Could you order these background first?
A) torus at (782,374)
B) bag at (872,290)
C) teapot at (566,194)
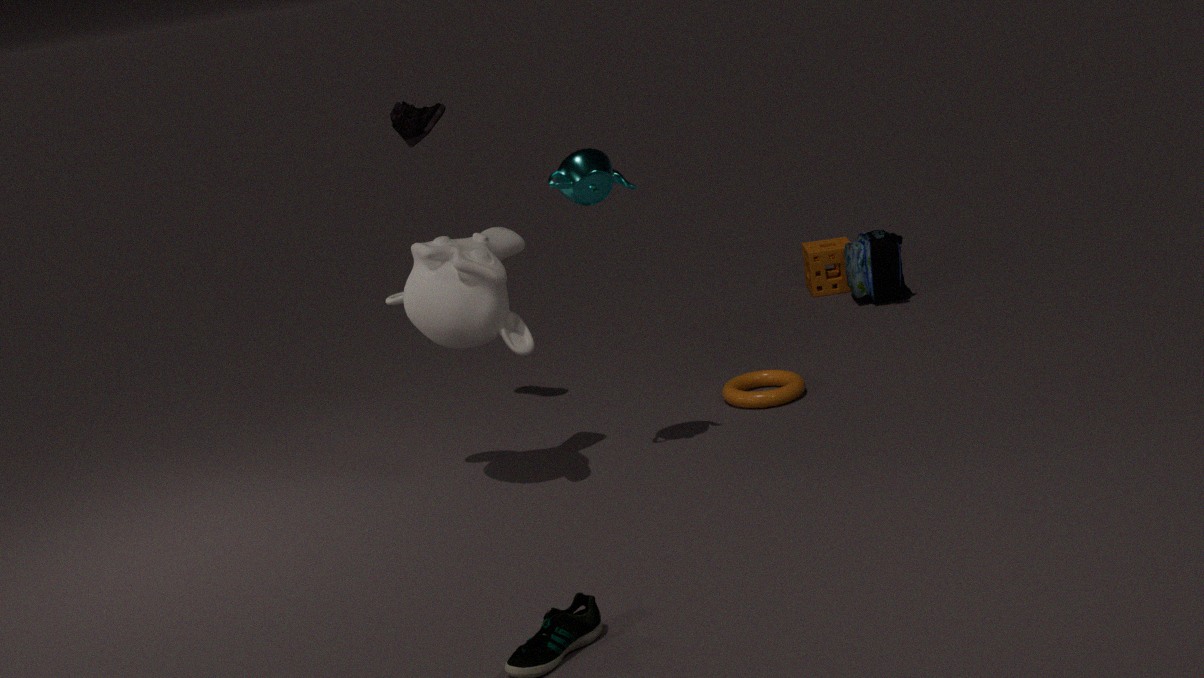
1. bag at (872,290)
2. torus at (782,374)
3. teapot at (566,194)
